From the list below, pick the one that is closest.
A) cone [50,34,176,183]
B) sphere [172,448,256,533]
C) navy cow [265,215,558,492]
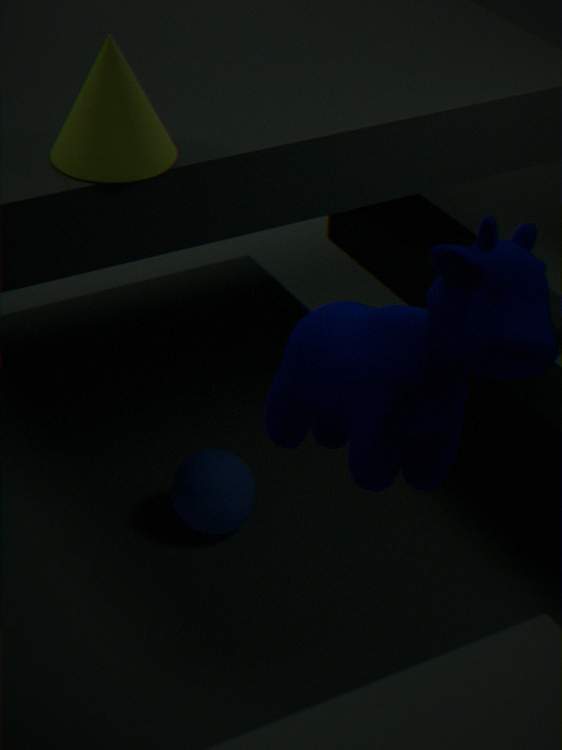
navy cow [265,215,558,492]
